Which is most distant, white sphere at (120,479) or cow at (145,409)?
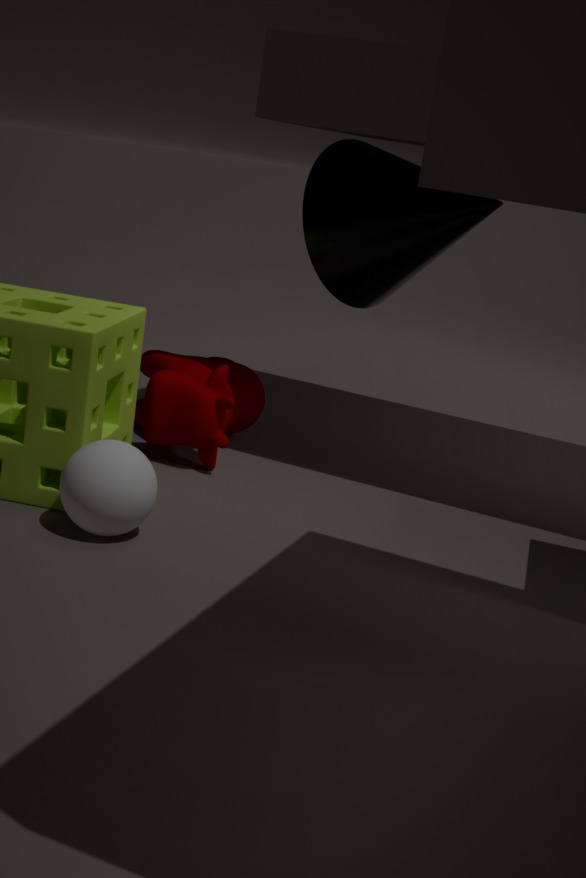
cow at (145,409)
